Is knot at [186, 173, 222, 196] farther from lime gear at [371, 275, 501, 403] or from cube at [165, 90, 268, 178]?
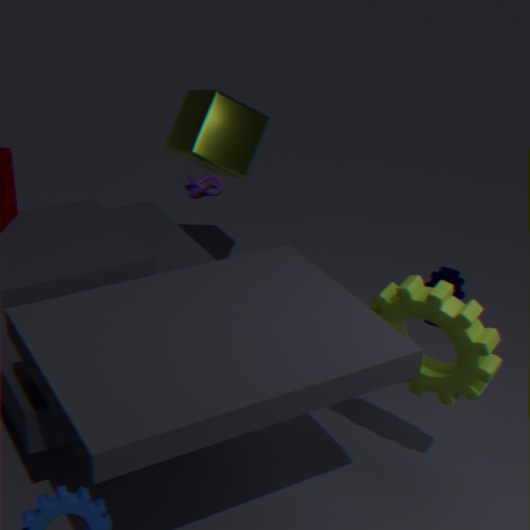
lime gear at [371, 275, 501, 403]
